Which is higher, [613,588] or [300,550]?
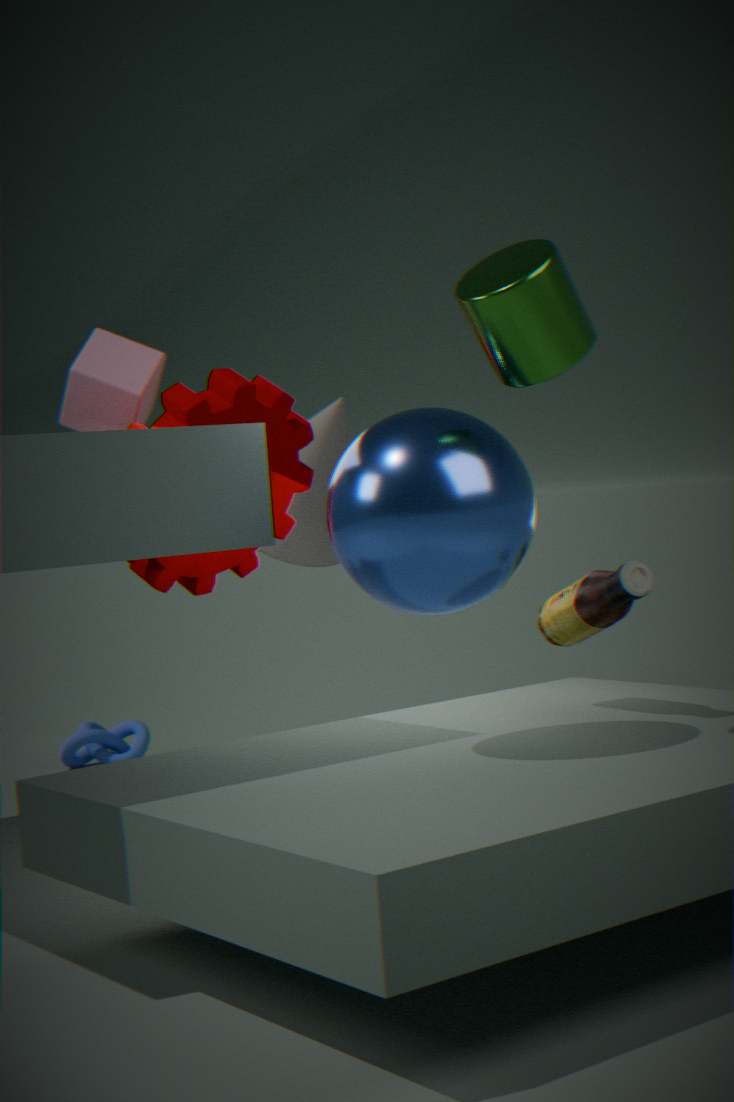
[300,550]
